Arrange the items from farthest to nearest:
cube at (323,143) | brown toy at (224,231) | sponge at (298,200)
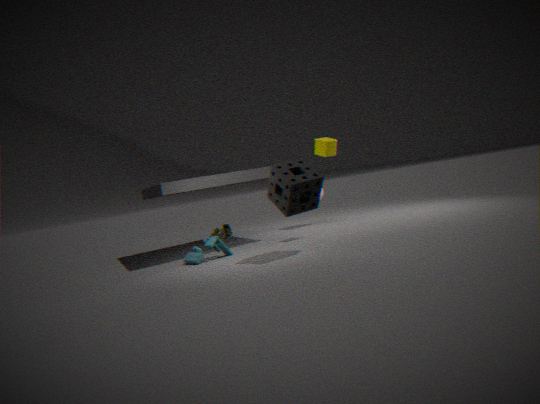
brown toy at (224,231) < cube at (323,143) < sponge at (298,200)
